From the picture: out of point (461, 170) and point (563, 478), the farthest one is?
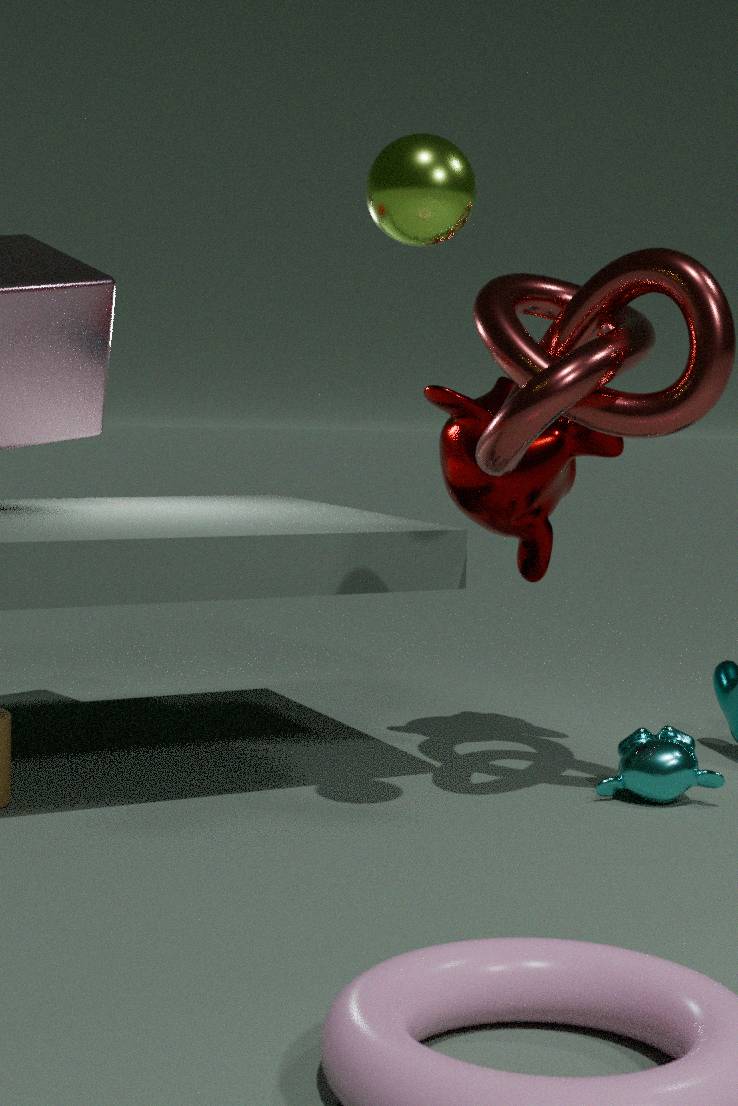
point (563, 478)
